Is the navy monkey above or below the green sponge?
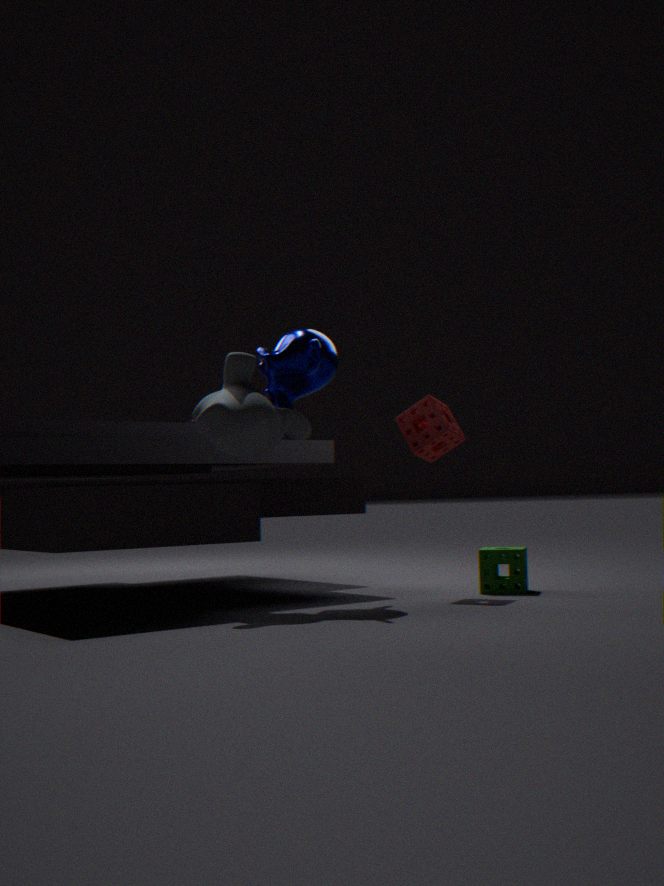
above
